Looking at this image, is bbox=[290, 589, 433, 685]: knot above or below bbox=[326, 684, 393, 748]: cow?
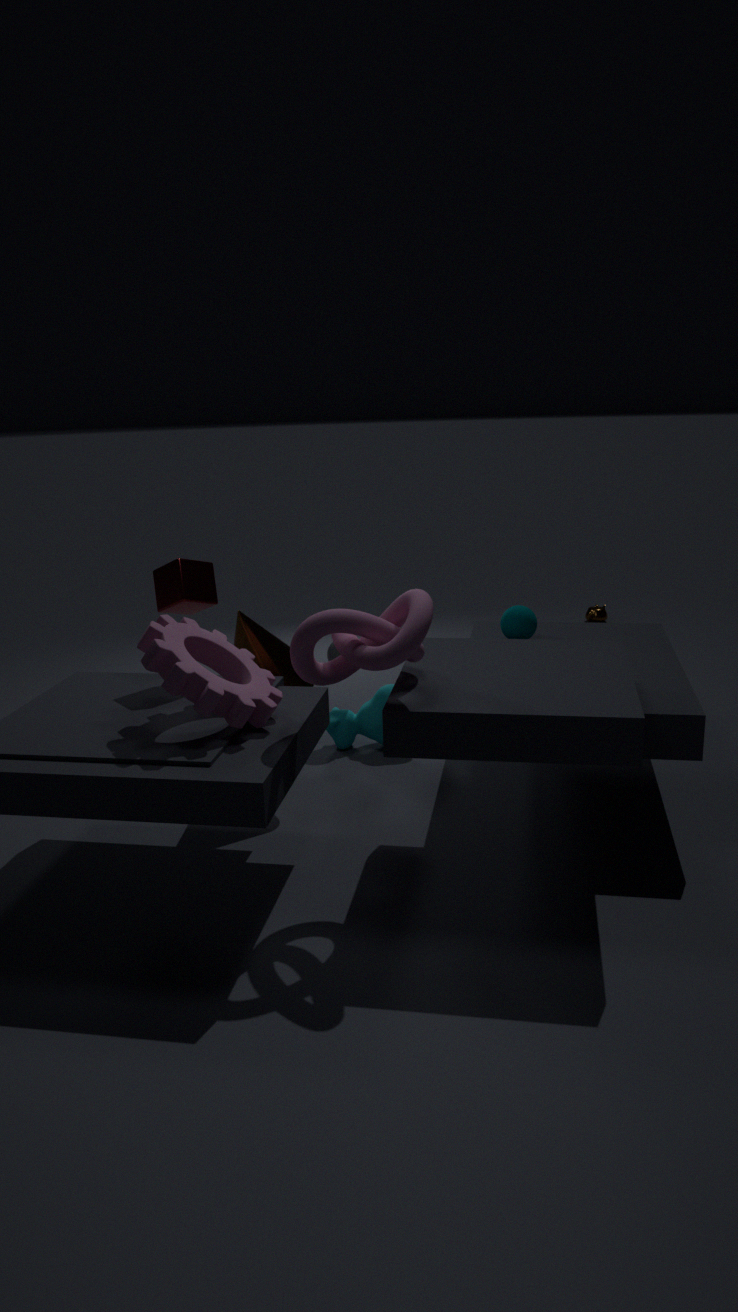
above
